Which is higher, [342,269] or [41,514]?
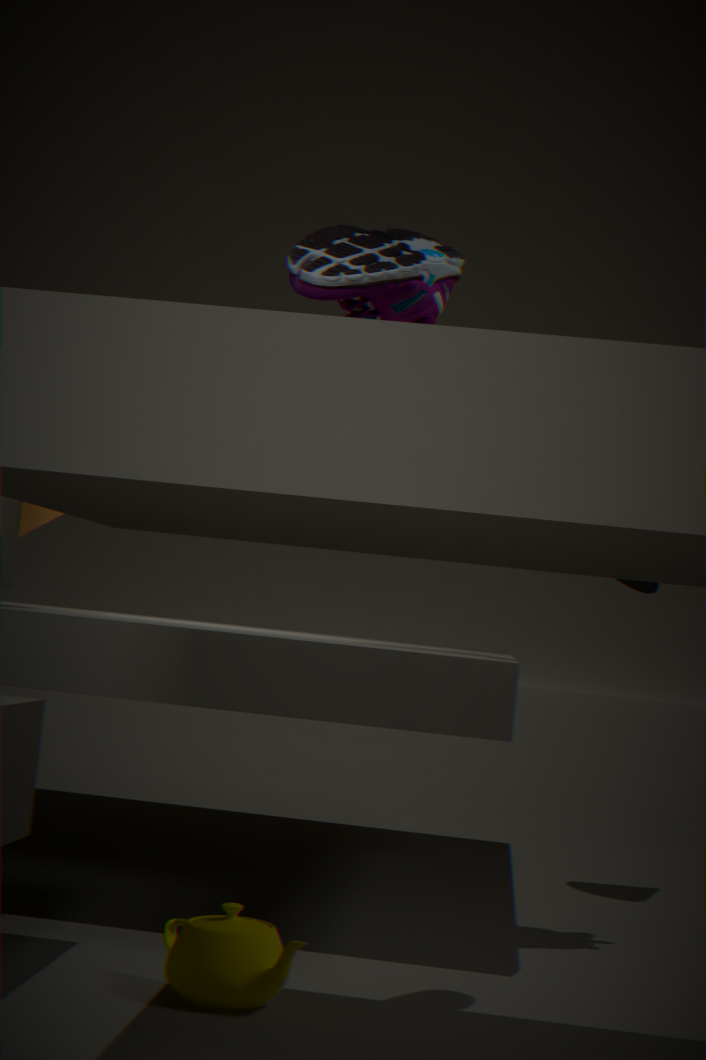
[342,269]
